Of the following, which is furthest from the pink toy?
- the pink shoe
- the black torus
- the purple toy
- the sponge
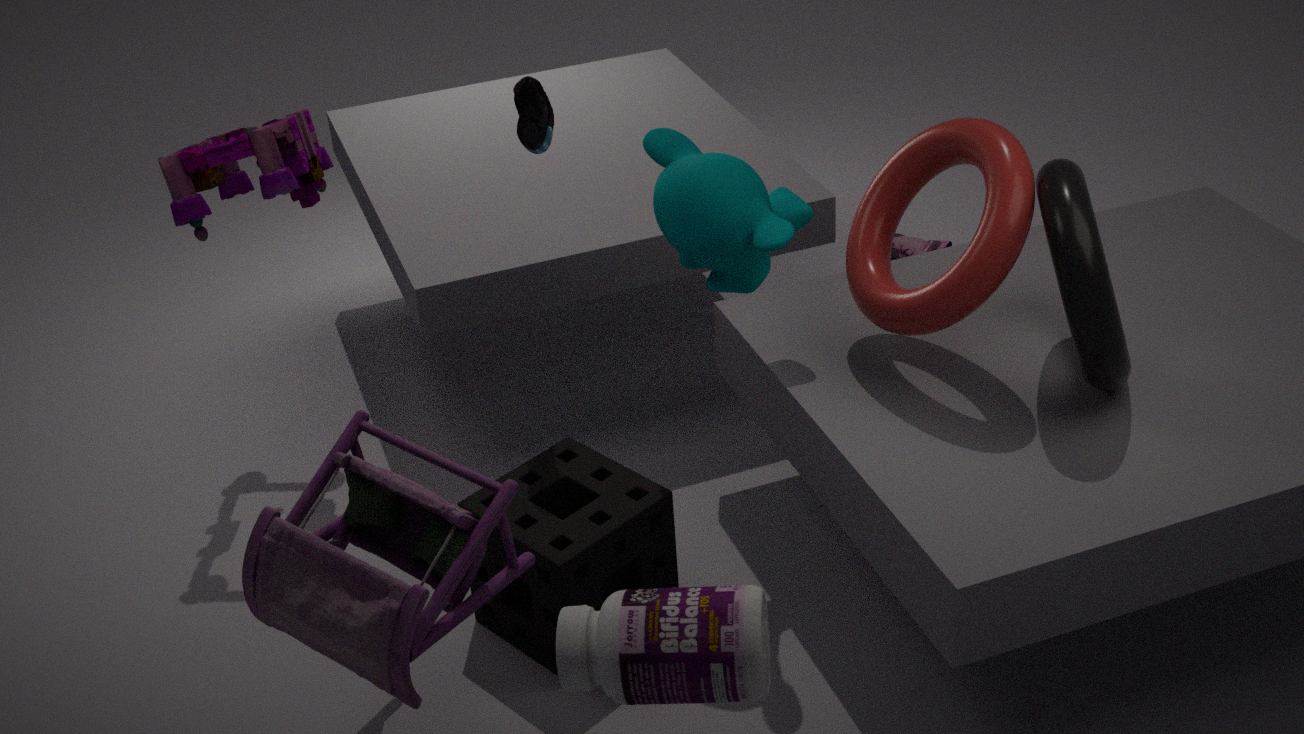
the pink shoe
